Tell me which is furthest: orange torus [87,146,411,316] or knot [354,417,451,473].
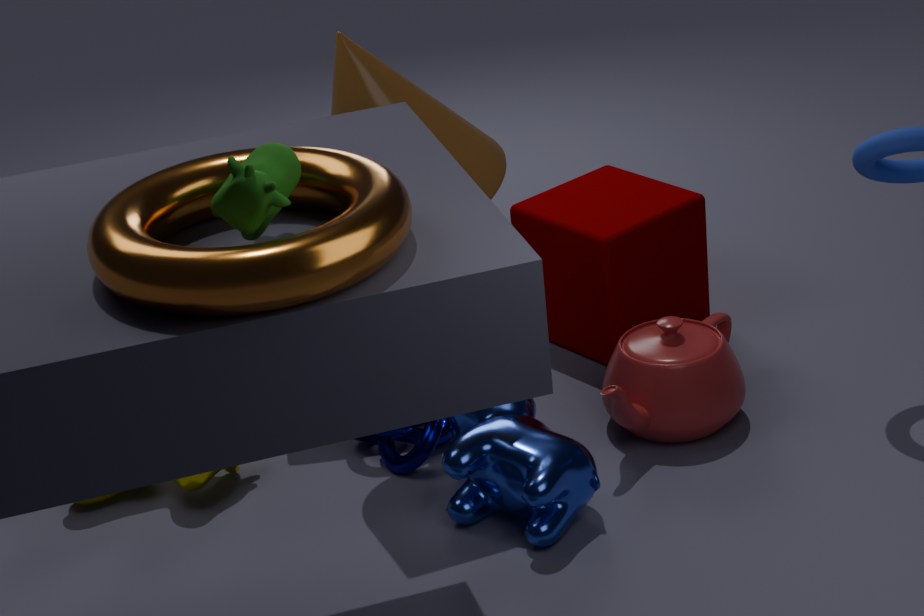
knot [354,417,451,473]
